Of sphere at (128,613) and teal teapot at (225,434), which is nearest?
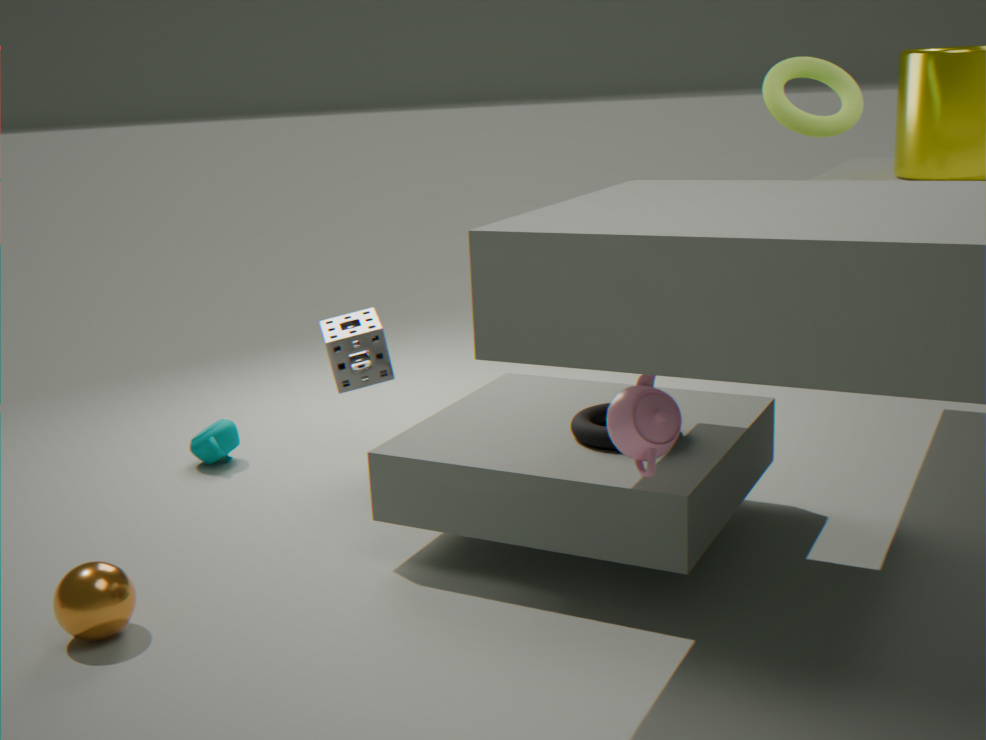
sphere at (128,613)
